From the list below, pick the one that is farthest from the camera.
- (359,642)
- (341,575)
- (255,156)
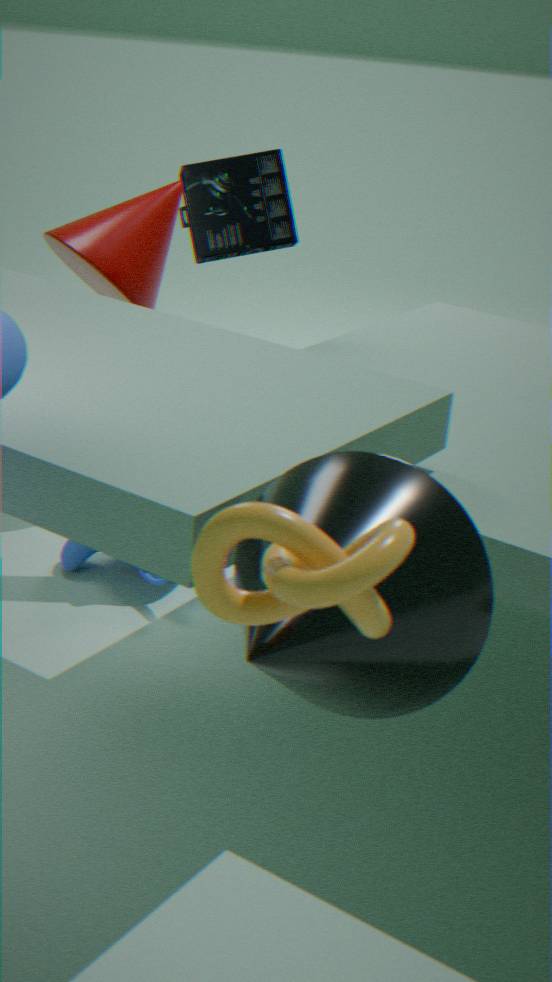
(255,156)
